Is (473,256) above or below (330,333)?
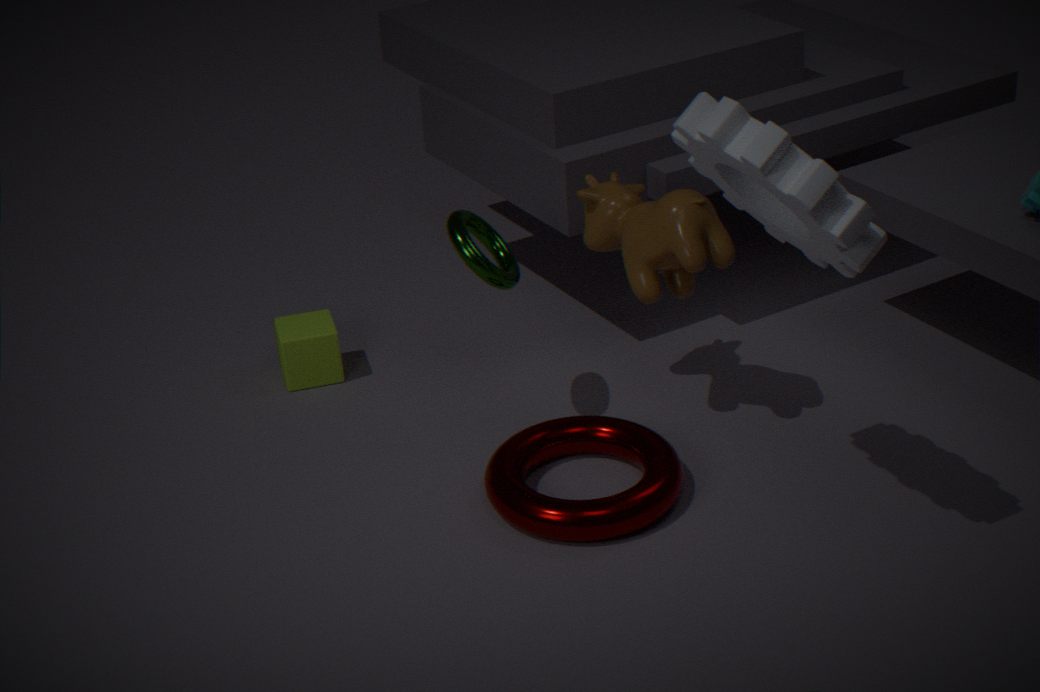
above
